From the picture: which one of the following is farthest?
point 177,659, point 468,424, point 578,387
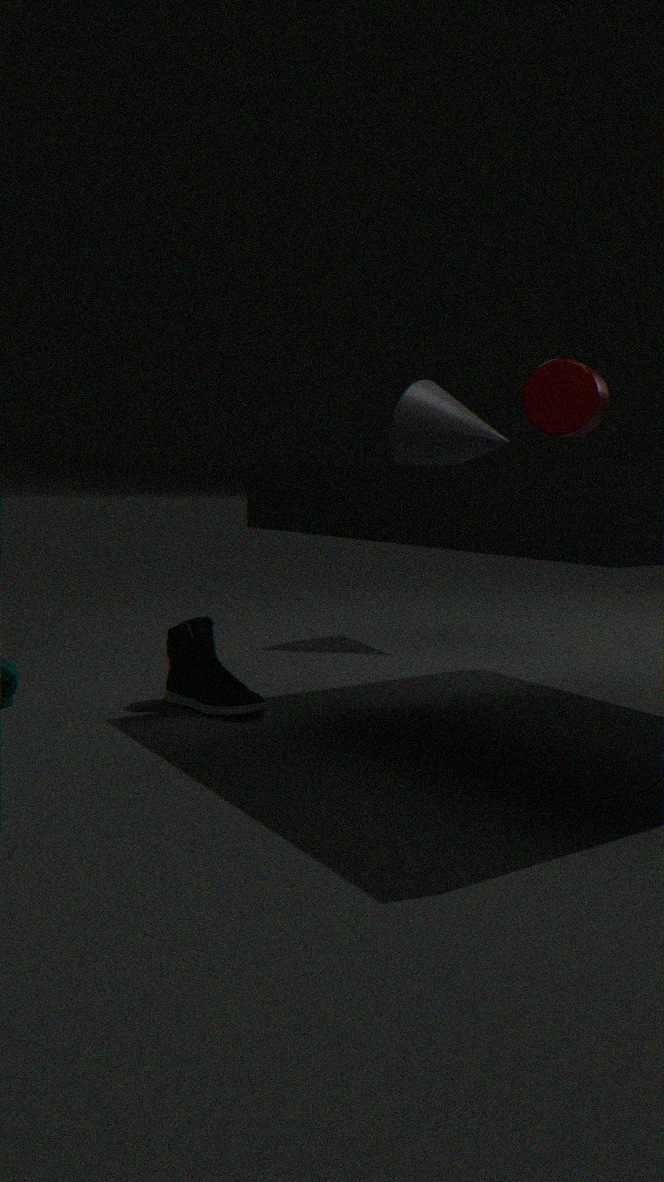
point 468,424
